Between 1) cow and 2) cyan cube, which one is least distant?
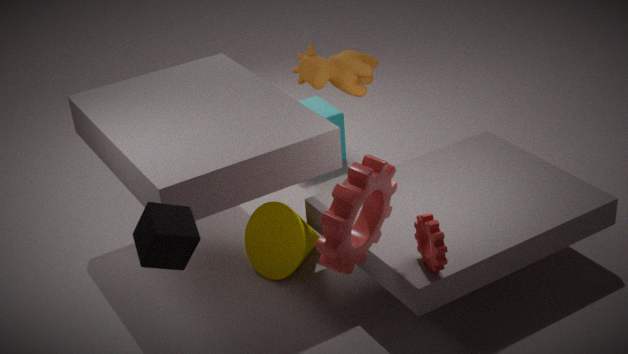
1. cow
